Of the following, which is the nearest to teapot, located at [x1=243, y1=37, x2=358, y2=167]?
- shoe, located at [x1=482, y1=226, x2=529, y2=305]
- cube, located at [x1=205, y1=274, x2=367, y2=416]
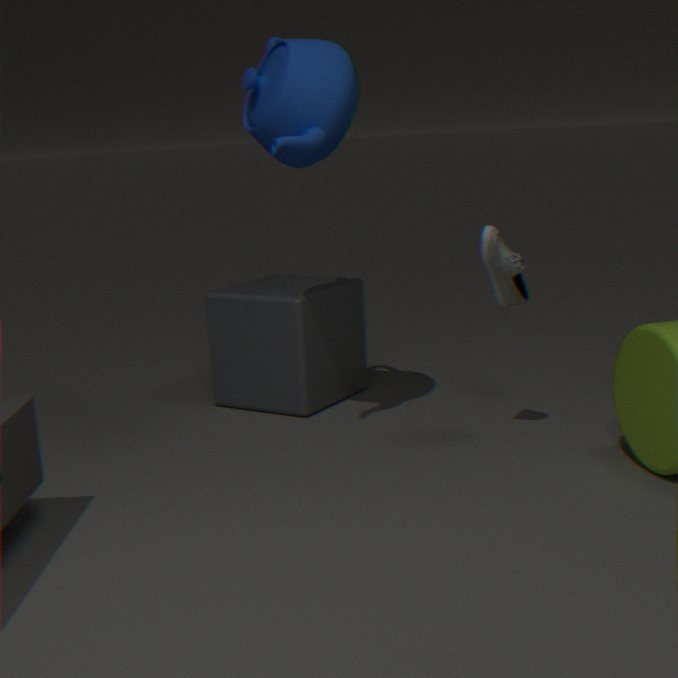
shoe, located at [x1=482, y1=226, x2=529, y2=305]
